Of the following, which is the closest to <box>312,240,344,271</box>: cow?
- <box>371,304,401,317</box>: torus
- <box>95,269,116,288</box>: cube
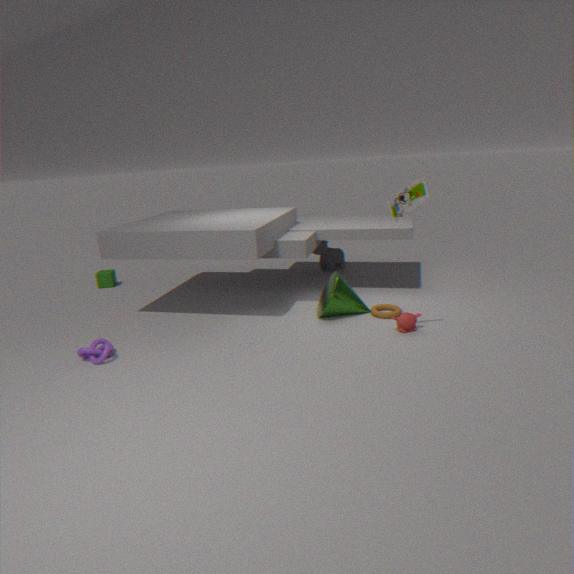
<box>371,304,401,317</box>: torus
